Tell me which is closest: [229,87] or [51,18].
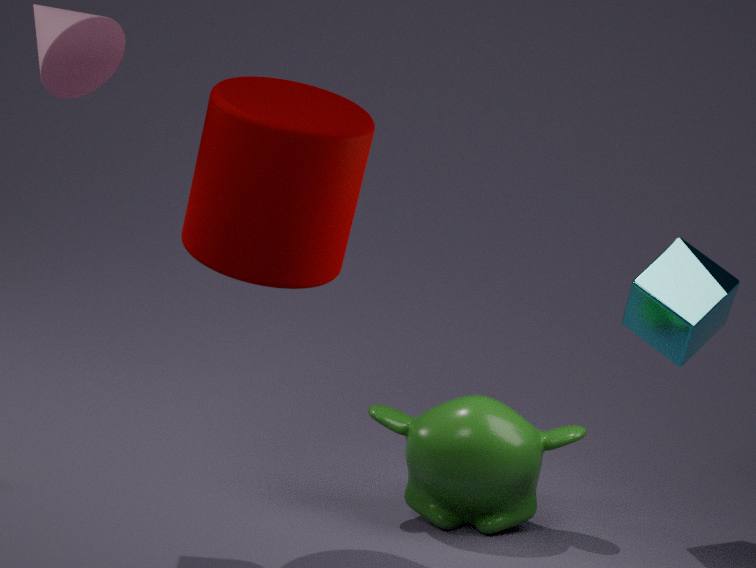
[229,87]
